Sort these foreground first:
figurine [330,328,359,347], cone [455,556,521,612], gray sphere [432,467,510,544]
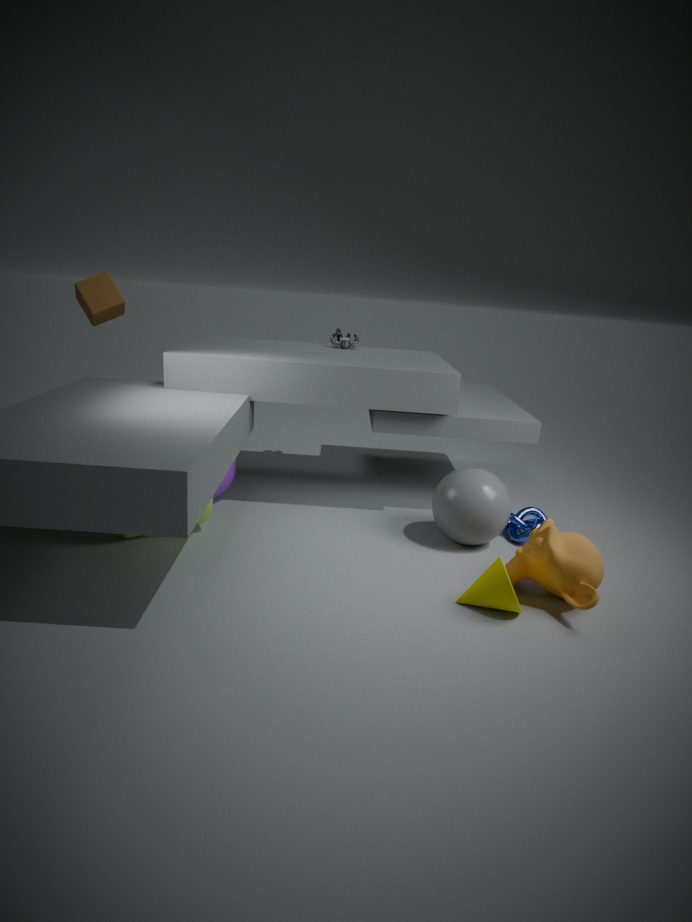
cone [455,556,521,612]
gray sphere [432,467,510,544]
figurine [330,328,359,347]
